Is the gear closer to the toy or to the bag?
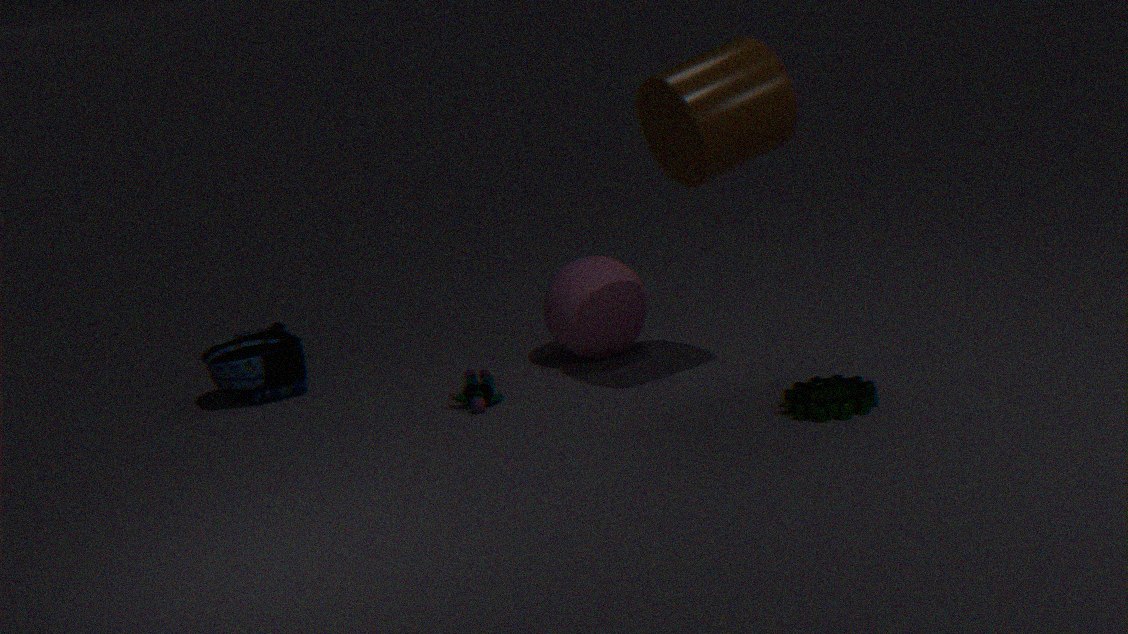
the toy
